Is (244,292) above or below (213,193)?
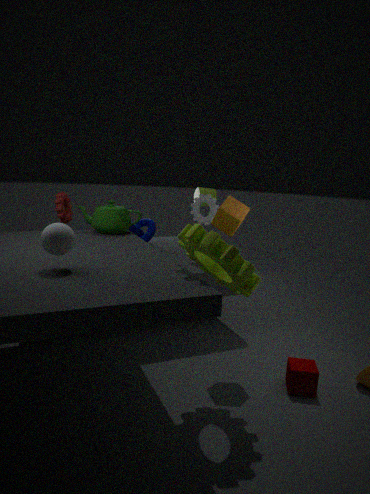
below
